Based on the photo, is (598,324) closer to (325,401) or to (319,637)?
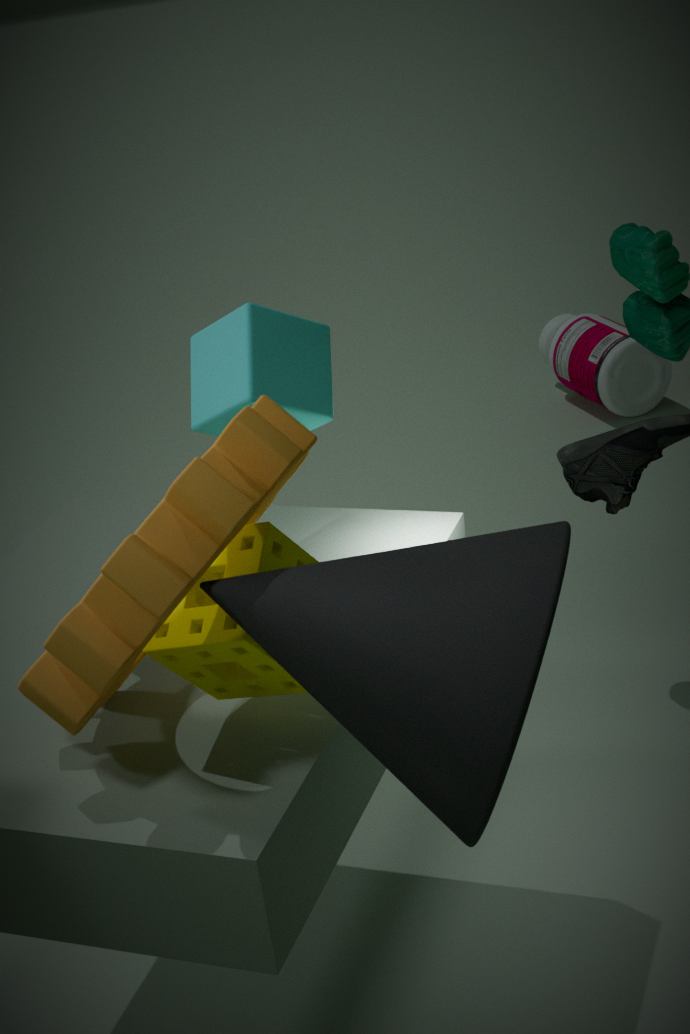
(325,401)
